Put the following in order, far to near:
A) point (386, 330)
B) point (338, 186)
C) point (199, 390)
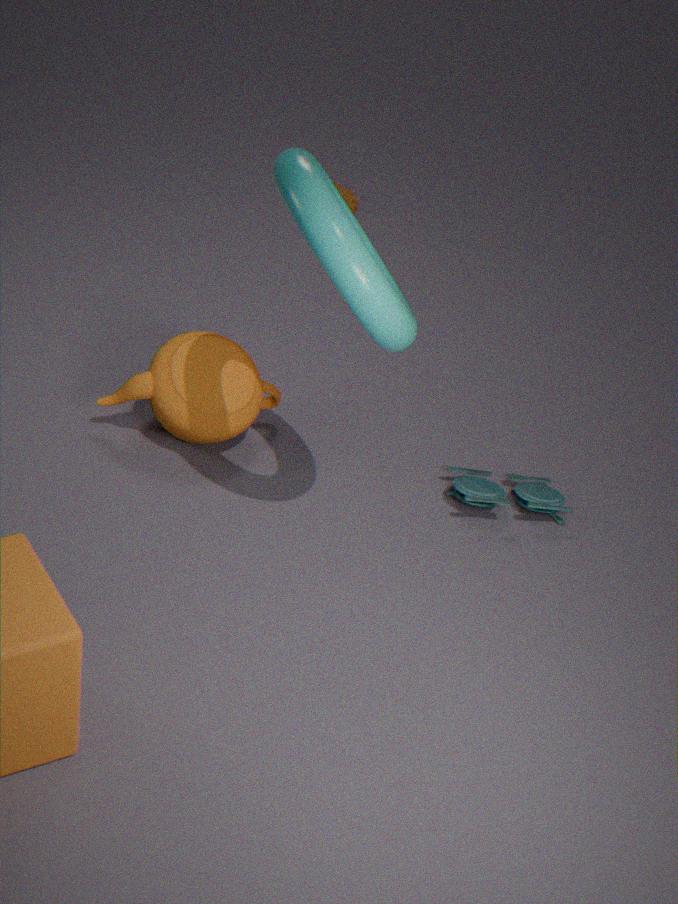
point (338, 186) → point (199, 390) → point (386, 330)
